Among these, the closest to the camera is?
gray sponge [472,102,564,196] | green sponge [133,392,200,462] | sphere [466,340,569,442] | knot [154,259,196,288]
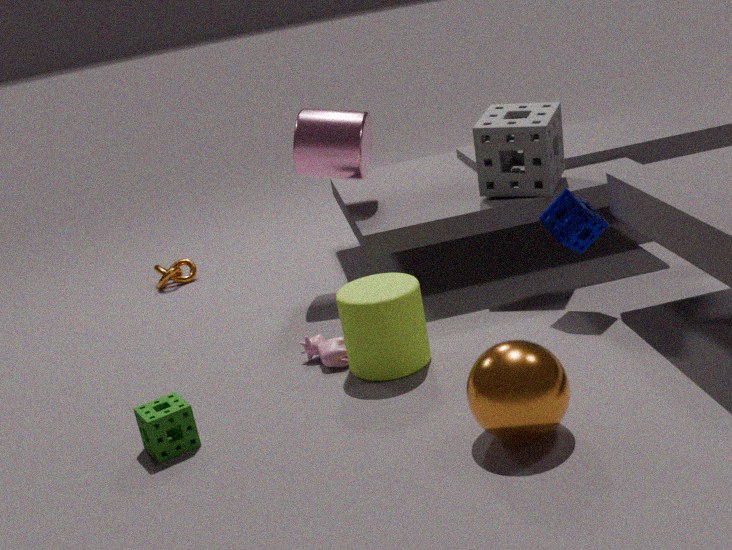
sphere [466,340,569,442]
